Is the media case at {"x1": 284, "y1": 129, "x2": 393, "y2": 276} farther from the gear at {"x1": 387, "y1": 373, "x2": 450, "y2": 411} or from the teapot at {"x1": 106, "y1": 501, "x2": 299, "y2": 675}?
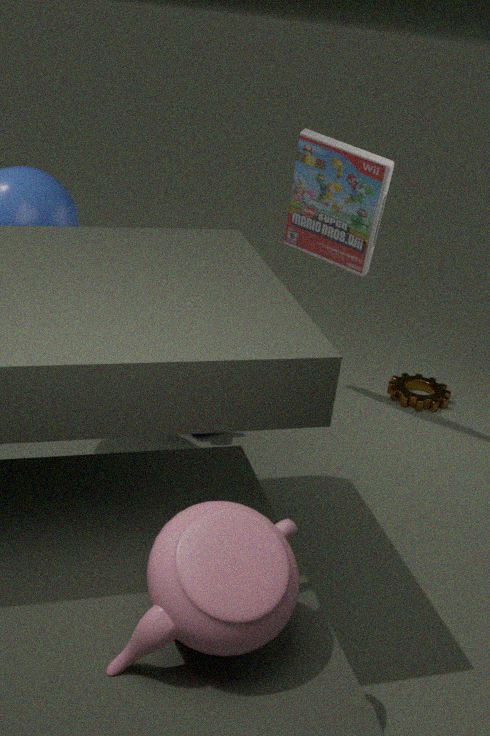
the teapot at {"x1": 106, "y1": 501, "x2": 299, "y2": 675}
